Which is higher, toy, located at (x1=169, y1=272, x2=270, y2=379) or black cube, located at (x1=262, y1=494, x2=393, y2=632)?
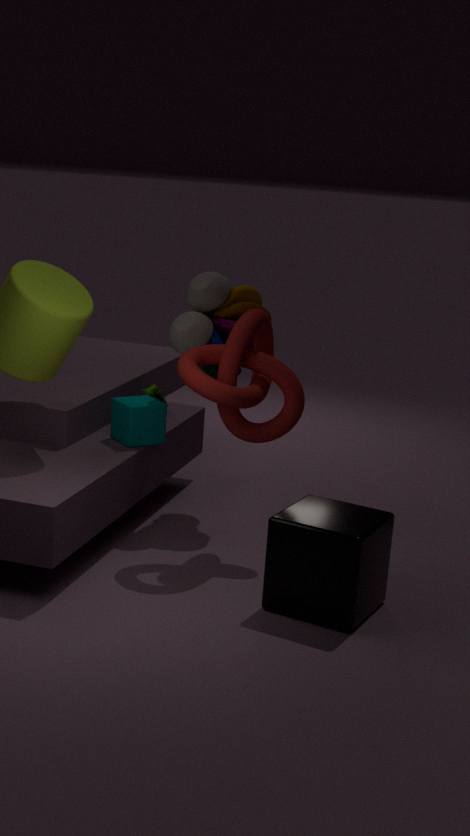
toy, located at (x1=169, y1=272, x2=270, y2=379)
